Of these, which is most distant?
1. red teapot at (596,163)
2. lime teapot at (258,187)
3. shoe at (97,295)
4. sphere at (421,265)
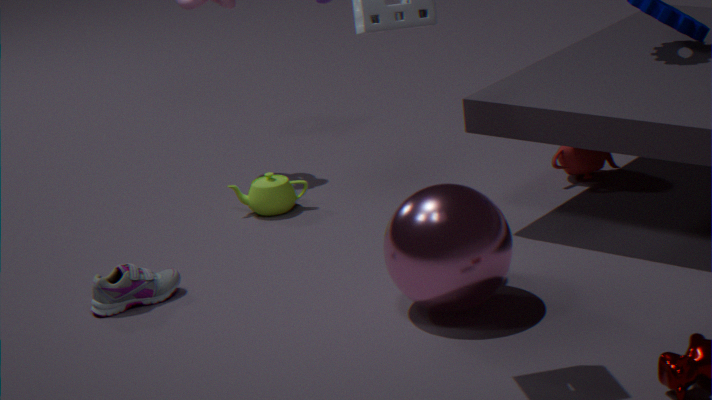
lime teapot at (258,187)
